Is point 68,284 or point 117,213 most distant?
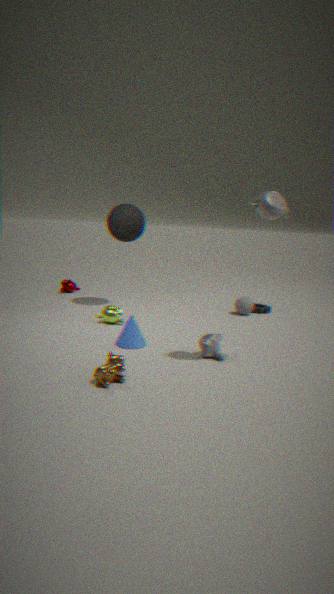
point 68,284
